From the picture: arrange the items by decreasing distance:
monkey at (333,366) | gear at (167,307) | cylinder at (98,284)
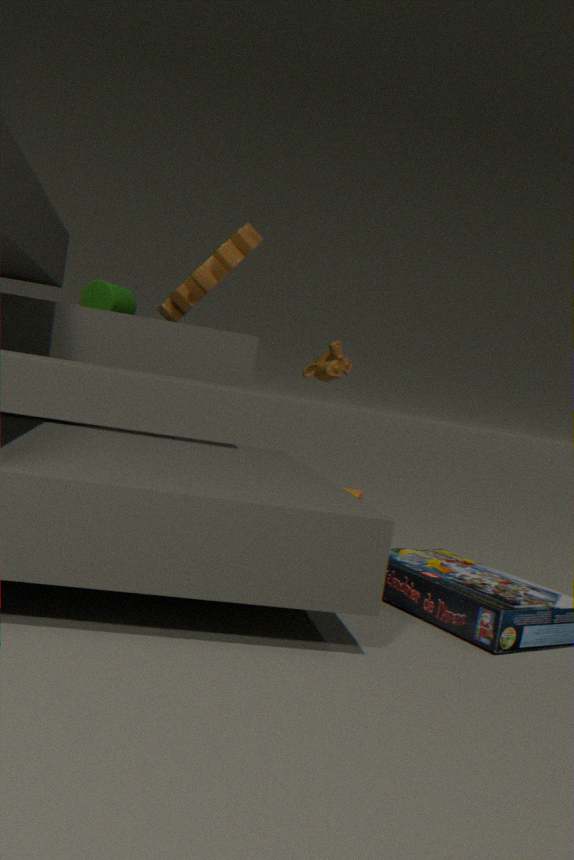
monkey at (333,366) < cylinder at (98,284) < gear at (167,307)
